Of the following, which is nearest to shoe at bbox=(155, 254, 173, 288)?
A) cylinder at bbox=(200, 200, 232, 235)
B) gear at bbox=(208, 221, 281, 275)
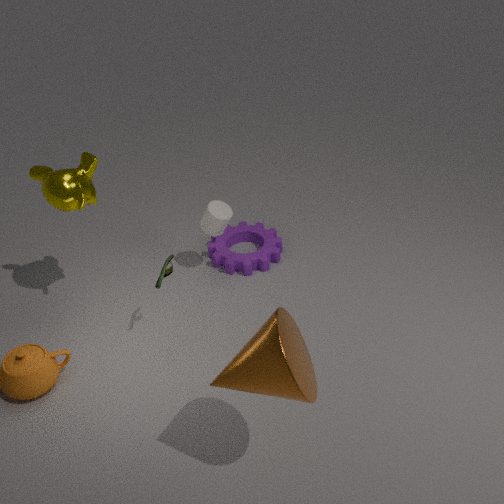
cylinder at bbox=(200, 200, 232, 235)
